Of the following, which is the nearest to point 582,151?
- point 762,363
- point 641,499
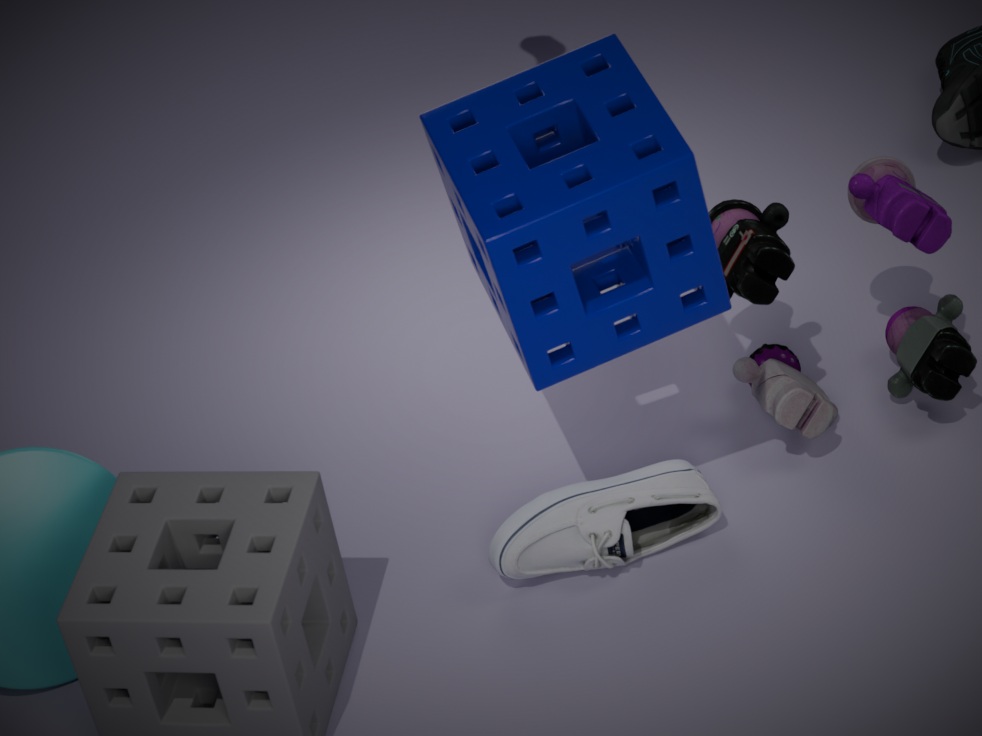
point 641,499
